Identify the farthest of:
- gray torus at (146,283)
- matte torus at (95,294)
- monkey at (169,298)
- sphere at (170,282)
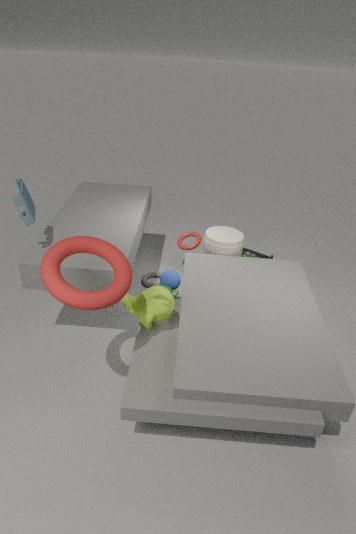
gray torus at (146,283)
